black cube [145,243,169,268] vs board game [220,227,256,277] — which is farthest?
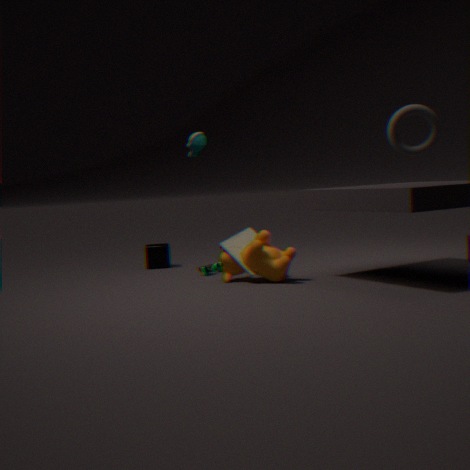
black cube [145,243,169,268]
